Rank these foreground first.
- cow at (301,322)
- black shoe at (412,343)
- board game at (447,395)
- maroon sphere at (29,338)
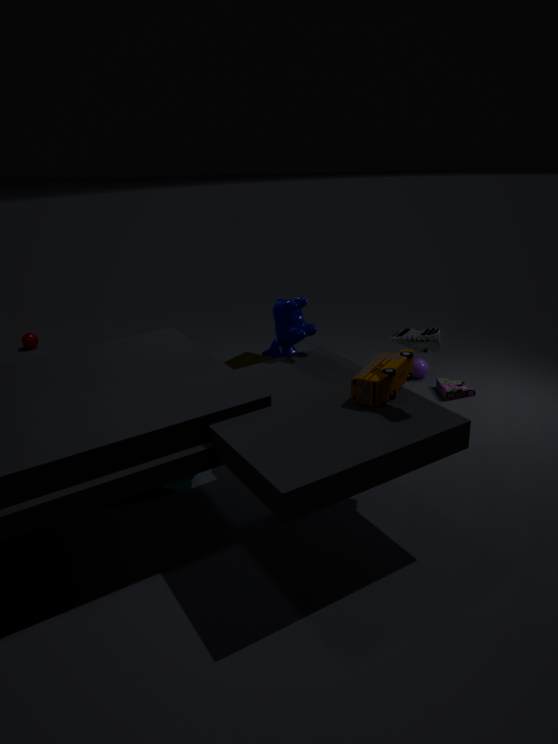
black shoe at (412,343) < cow at (301,322) < board game at (447,395) < maroon sphere at (29,338)
